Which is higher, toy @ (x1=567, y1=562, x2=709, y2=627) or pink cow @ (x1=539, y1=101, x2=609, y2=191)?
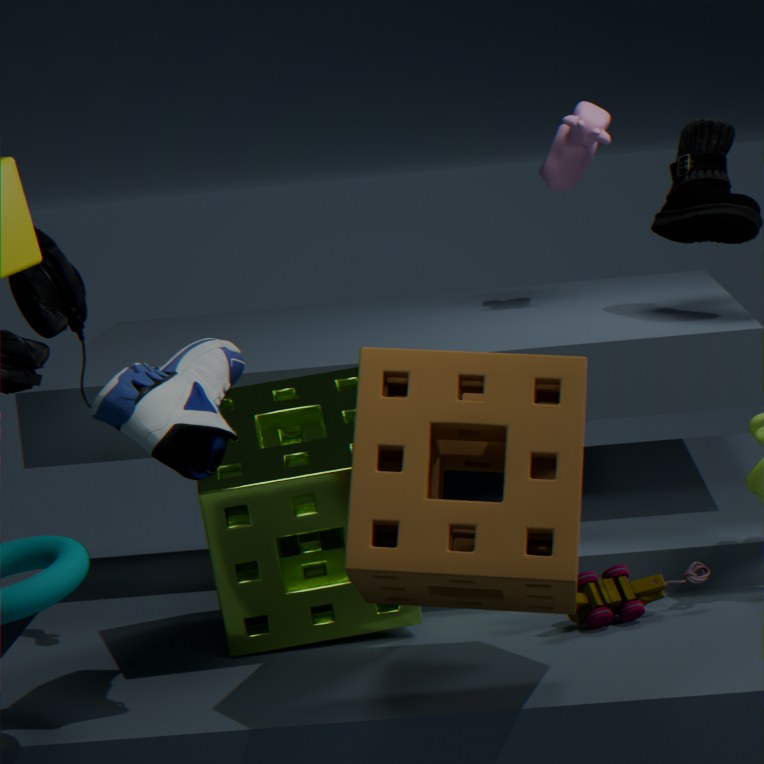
pink cow @ (x1=539, y1=101, x2=609, y2=191)
